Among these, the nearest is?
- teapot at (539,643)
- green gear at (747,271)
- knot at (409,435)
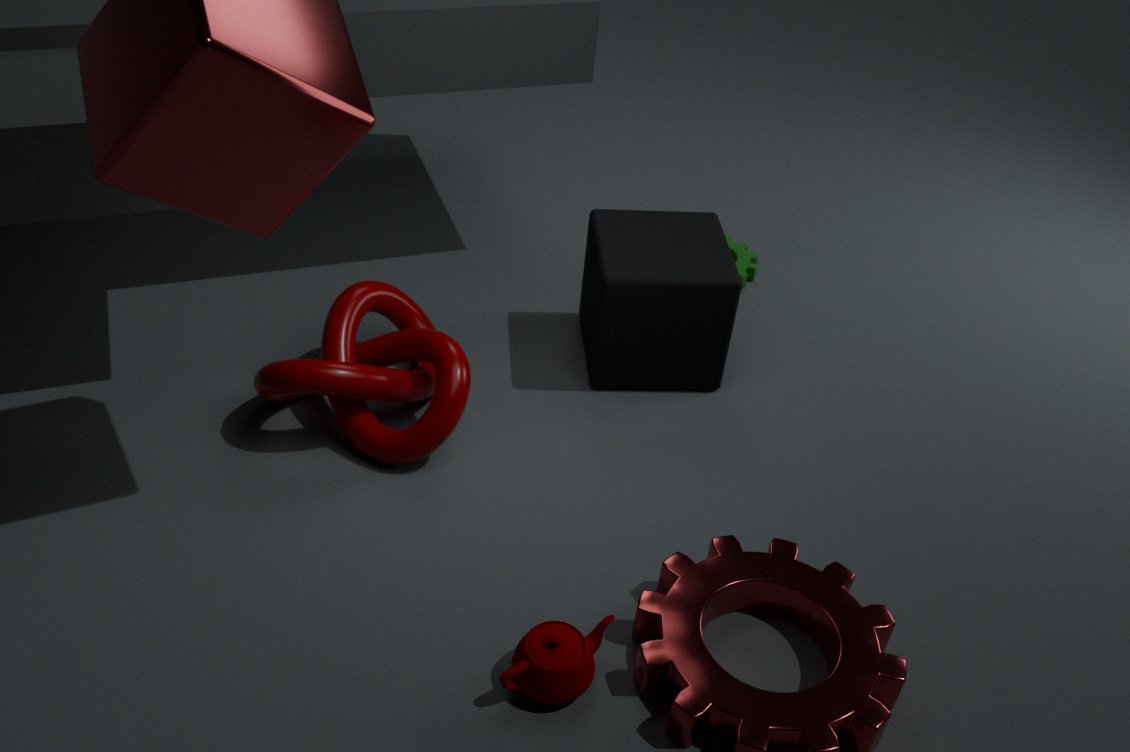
teapot at (539,643)
